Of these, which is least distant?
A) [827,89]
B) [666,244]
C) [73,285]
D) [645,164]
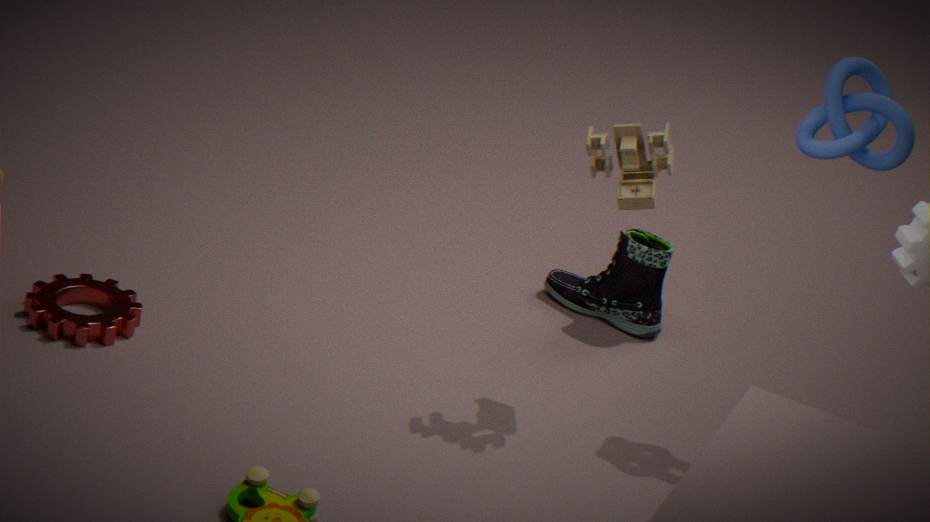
[827,89]
